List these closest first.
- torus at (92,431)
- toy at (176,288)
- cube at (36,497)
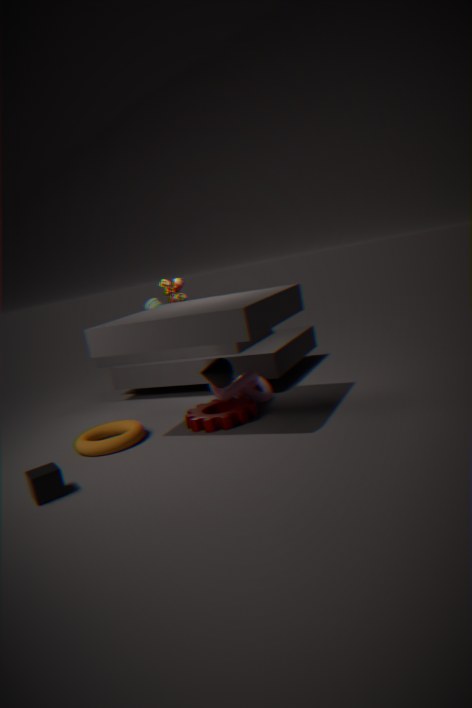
cube at (36,497) → torus at (92,431) → toy at (176,288)
